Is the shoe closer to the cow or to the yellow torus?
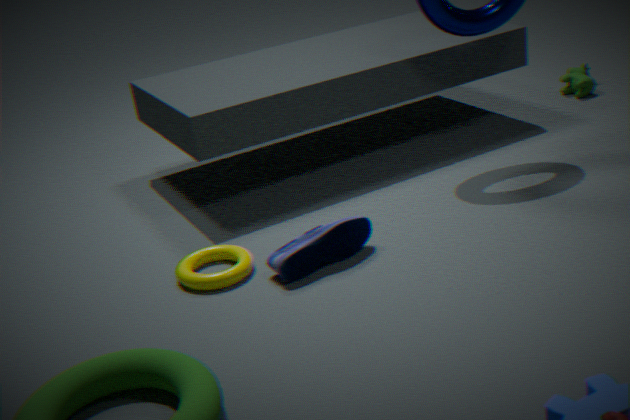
the yellow torus
